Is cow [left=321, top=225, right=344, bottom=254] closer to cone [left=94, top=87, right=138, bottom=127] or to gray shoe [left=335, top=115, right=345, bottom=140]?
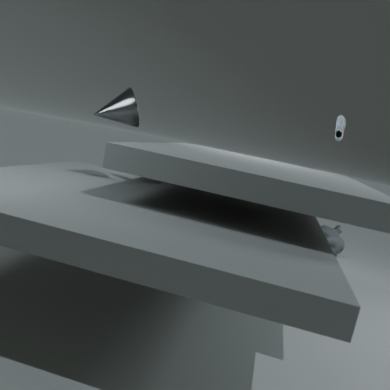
gray shoe [left=335, top=115, right=345, bottom=140]
